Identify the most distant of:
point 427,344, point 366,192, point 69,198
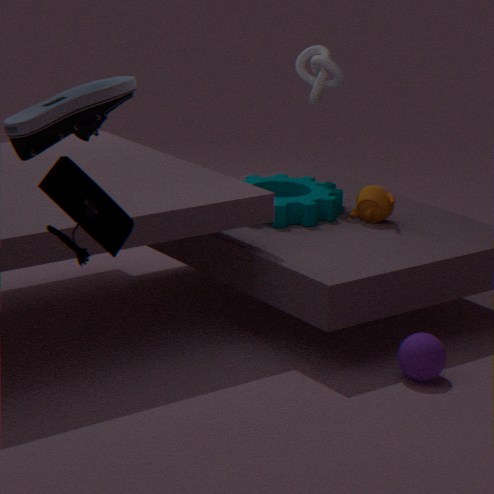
point 366,192
